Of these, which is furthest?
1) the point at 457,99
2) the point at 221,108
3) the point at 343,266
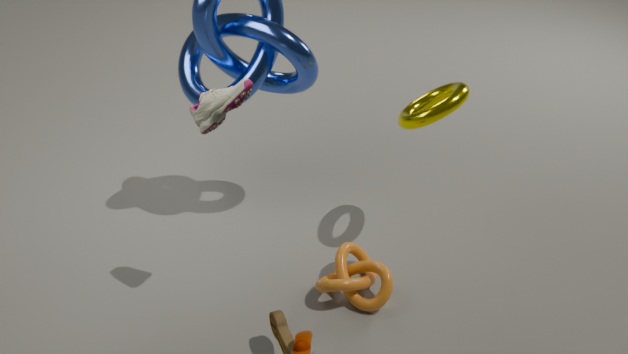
3. the point at 343,266
